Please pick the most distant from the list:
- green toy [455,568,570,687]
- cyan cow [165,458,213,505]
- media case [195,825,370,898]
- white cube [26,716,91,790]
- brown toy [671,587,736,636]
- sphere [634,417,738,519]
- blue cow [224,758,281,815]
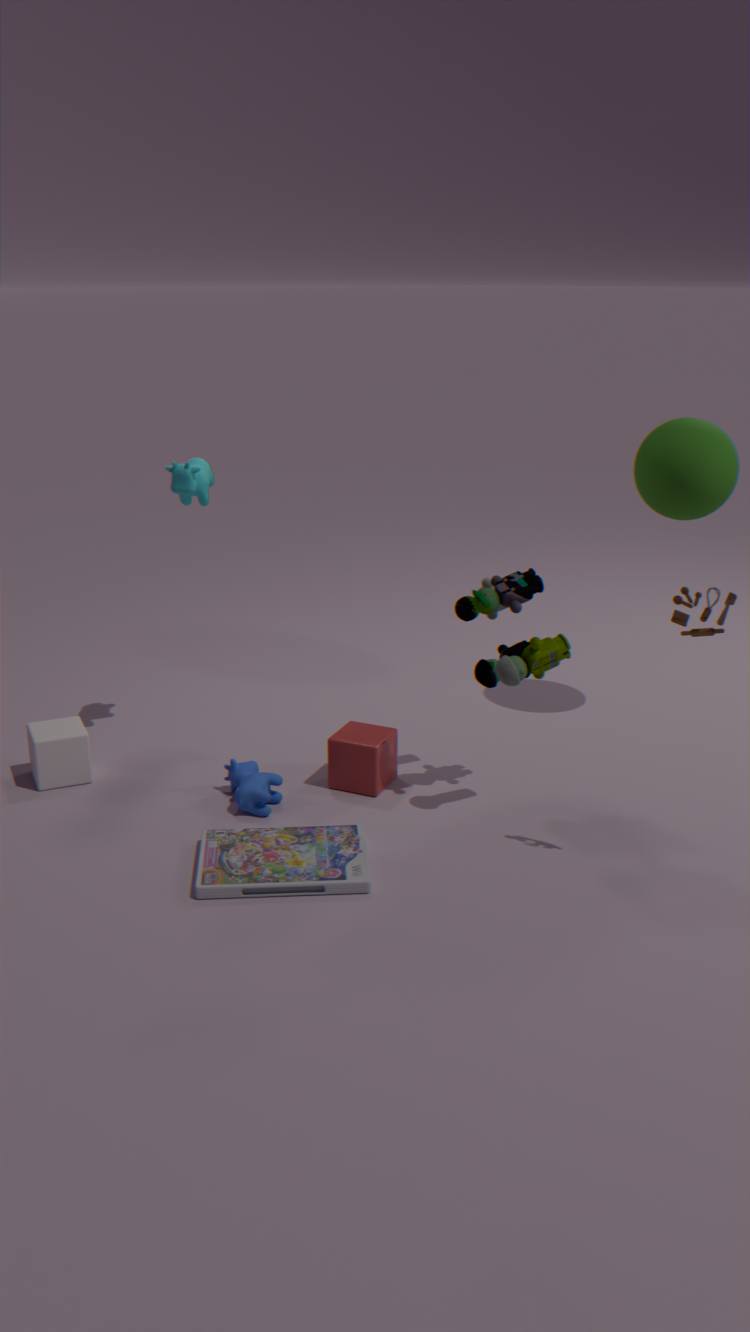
sphere [634,417,738,519]
